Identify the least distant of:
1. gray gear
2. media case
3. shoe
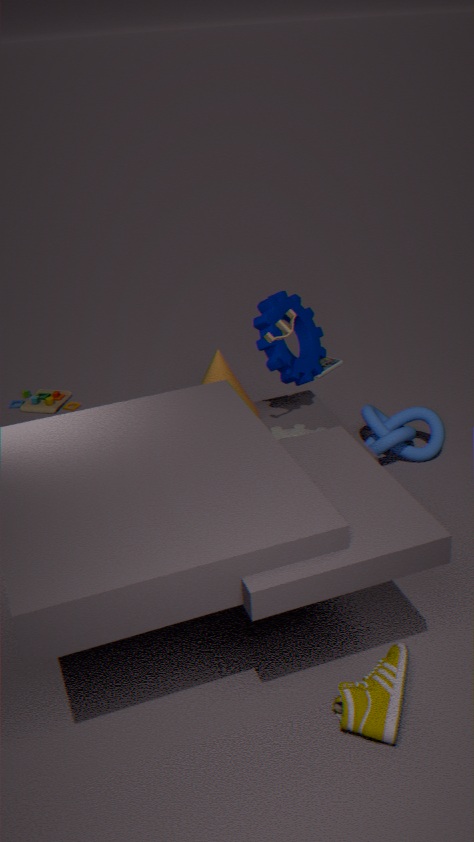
shoe
